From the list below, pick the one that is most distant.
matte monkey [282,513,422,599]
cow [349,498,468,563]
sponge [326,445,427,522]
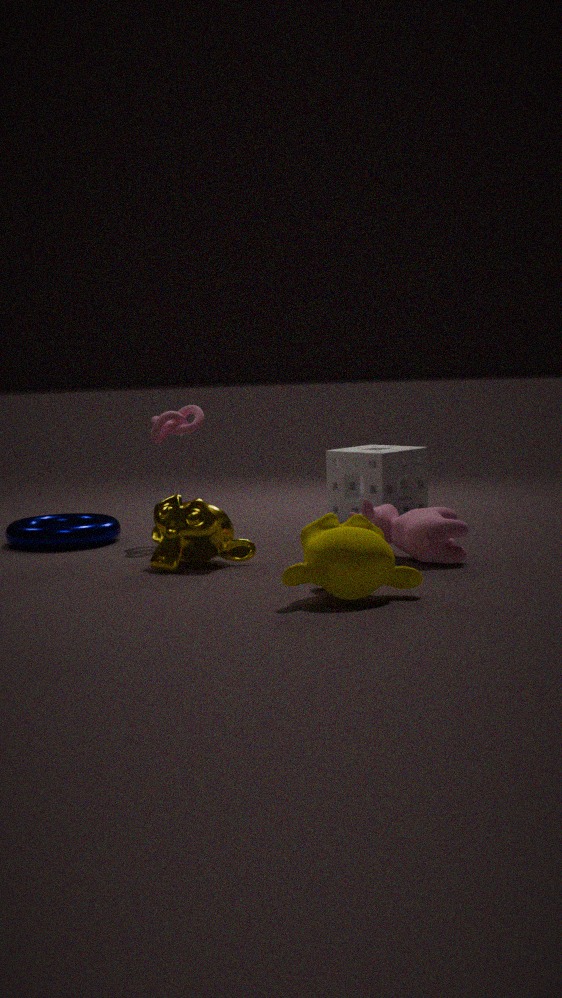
sponge [326,445,427,522]
